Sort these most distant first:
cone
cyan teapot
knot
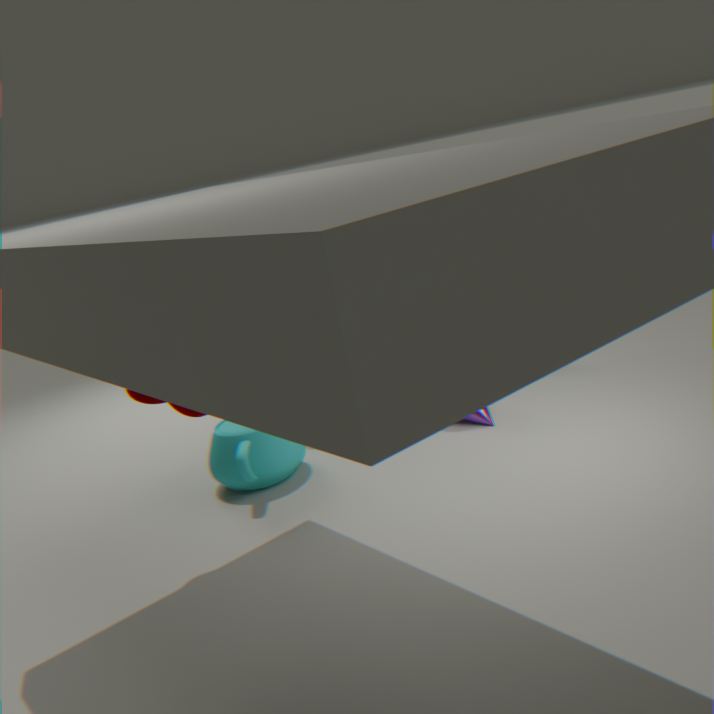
1. cone
2. cyan teapot
3. knot
